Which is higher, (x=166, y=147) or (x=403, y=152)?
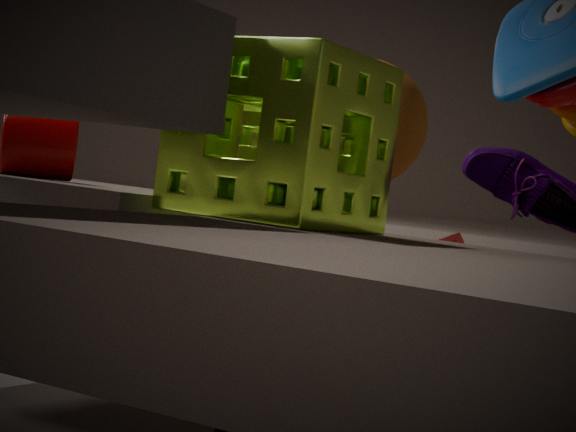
(x=403, y=152)
